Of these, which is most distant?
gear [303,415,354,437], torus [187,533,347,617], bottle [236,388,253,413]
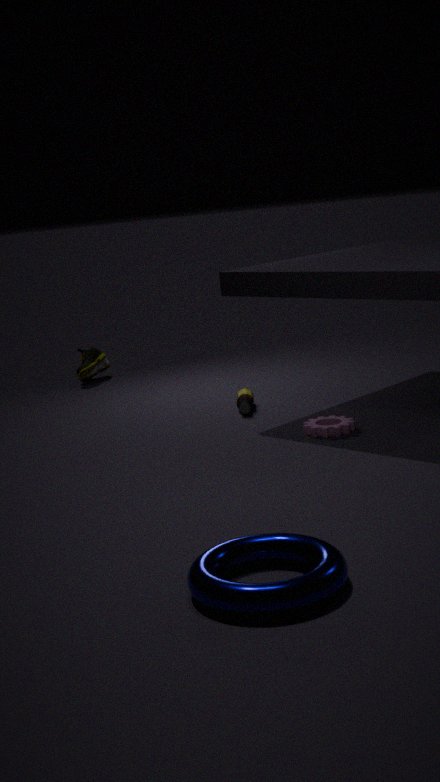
bottle [236,388,253,413]
